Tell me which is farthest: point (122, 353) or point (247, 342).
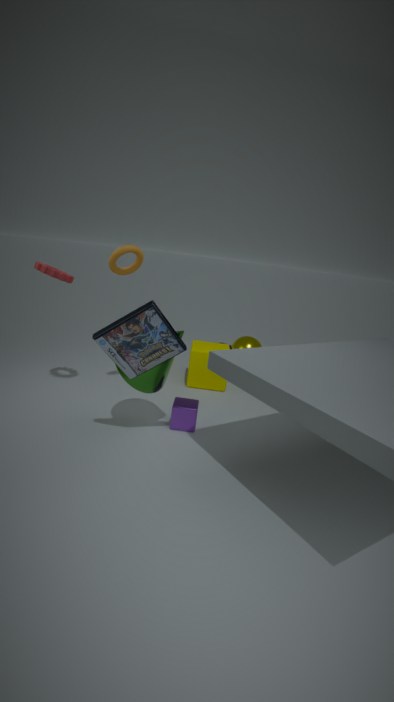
point (247, 342)
